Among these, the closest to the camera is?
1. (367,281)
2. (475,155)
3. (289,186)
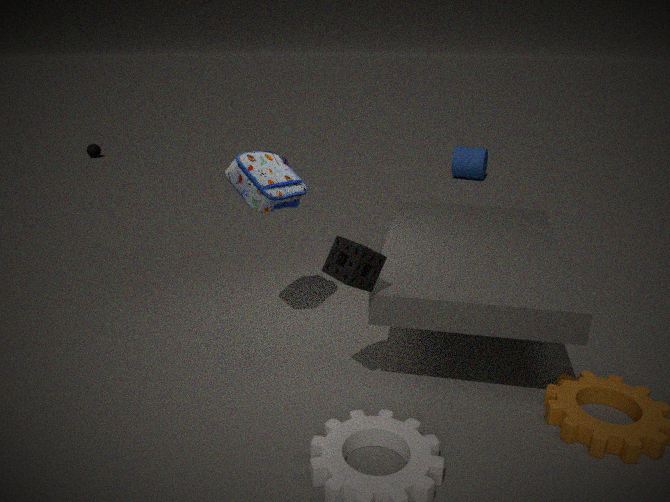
(367,281)
